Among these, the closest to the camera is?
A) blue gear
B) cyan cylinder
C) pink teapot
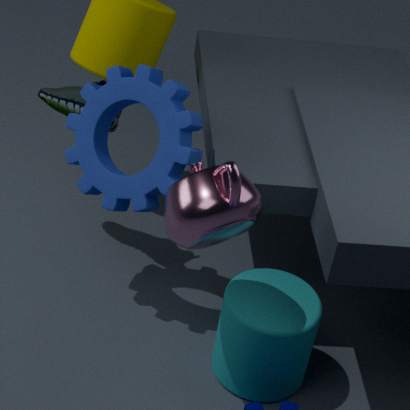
C. pink teapot
